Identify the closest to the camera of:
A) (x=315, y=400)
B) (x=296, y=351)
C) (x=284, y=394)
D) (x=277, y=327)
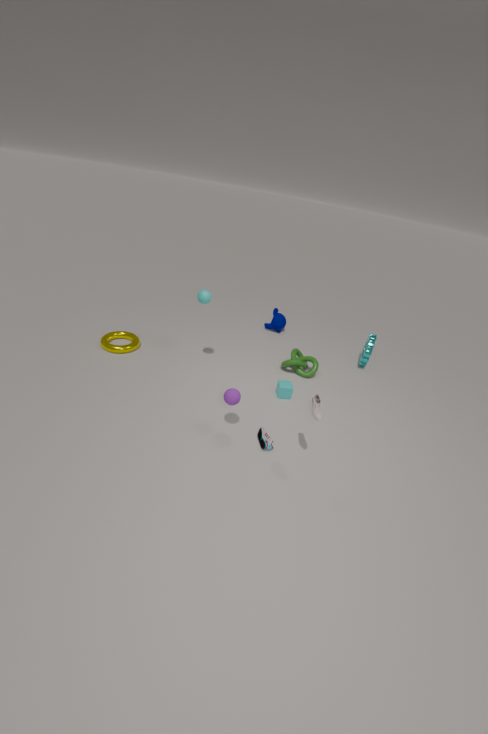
(x=315, y=400)
